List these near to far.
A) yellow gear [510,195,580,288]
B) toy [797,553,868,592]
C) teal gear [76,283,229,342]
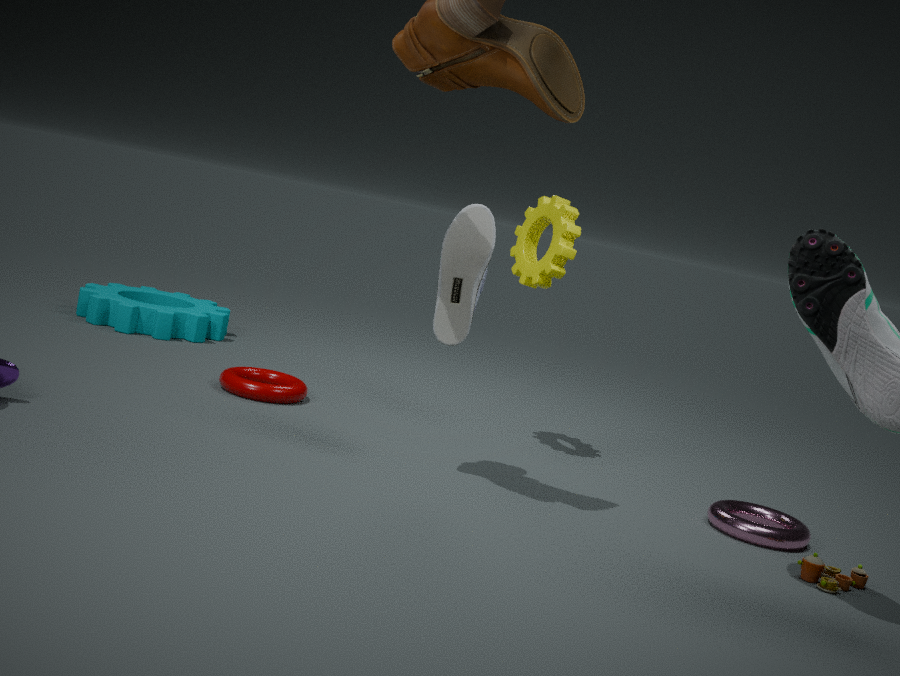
toy [797,553,868,592] < yellow gear [510,195,580,288] < teal gear [76,283,229,342]
